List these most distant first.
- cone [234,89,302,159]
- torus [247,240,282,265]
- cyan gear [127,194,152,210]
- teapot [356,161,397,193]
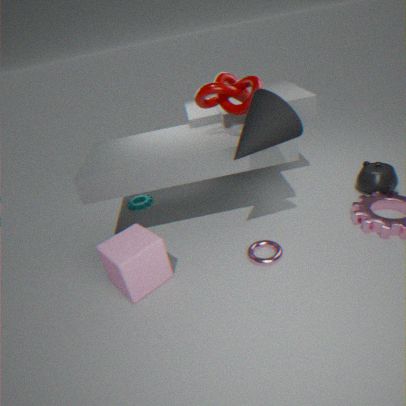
1. cyan gear [127,194,152,210]
2. teapot [356,161,397,193]
3. torus [247,240,282,265]
4. cone [234,89,302,159]
